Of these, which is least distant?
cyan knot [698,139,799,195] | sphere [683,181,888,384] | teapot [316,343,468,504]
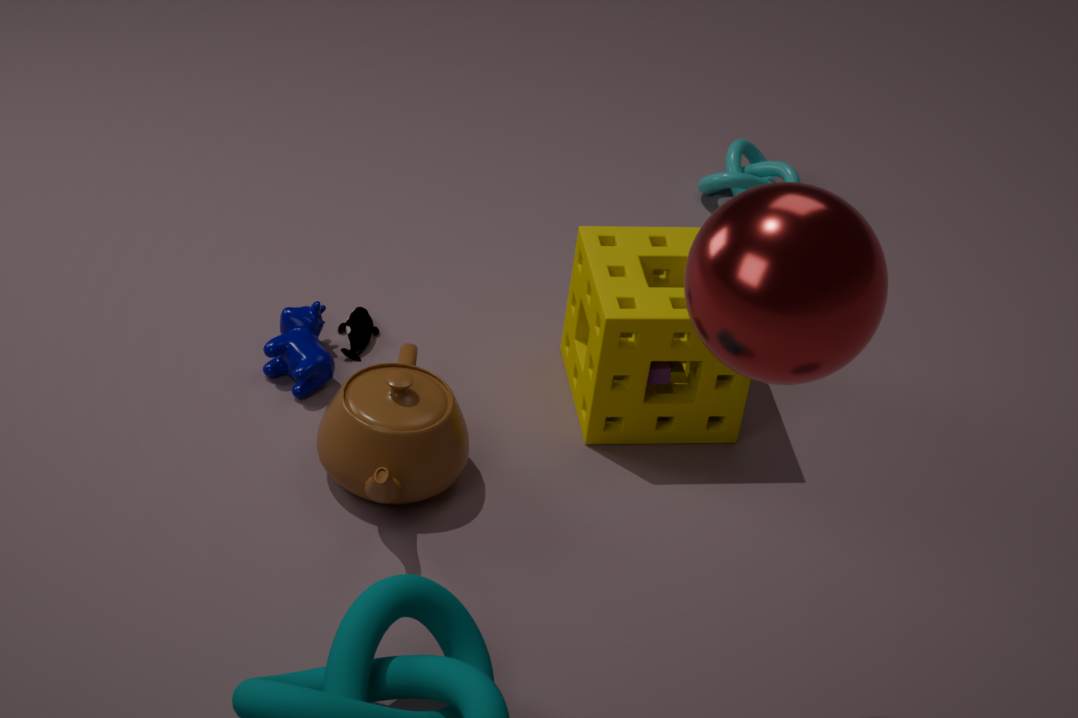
sphere [683,181,888,384]
